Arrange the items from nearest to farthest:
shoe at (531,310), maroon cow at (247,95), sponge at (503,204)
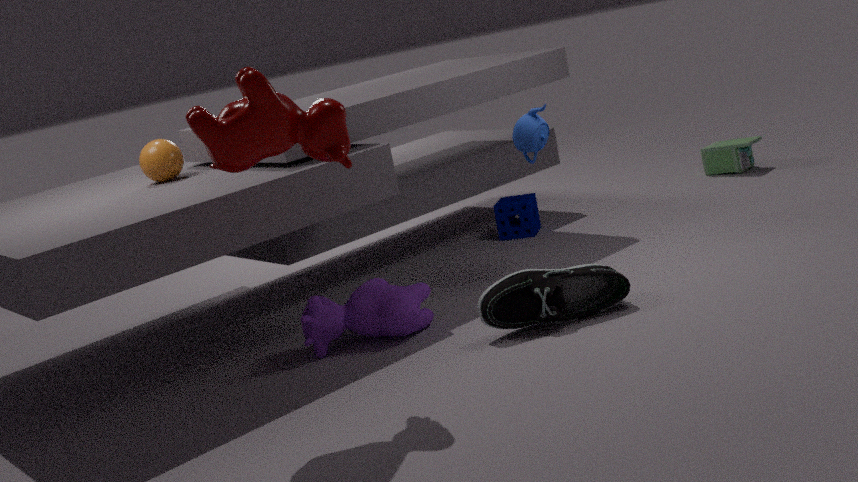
maroon cow at (247,95), shoe at (531,310), sponge at (503,204)
